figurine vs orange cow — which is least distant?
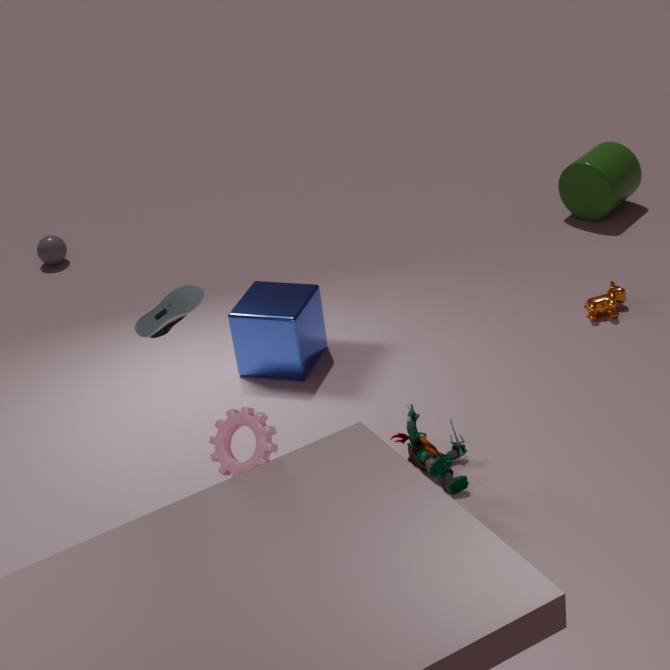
figurine
